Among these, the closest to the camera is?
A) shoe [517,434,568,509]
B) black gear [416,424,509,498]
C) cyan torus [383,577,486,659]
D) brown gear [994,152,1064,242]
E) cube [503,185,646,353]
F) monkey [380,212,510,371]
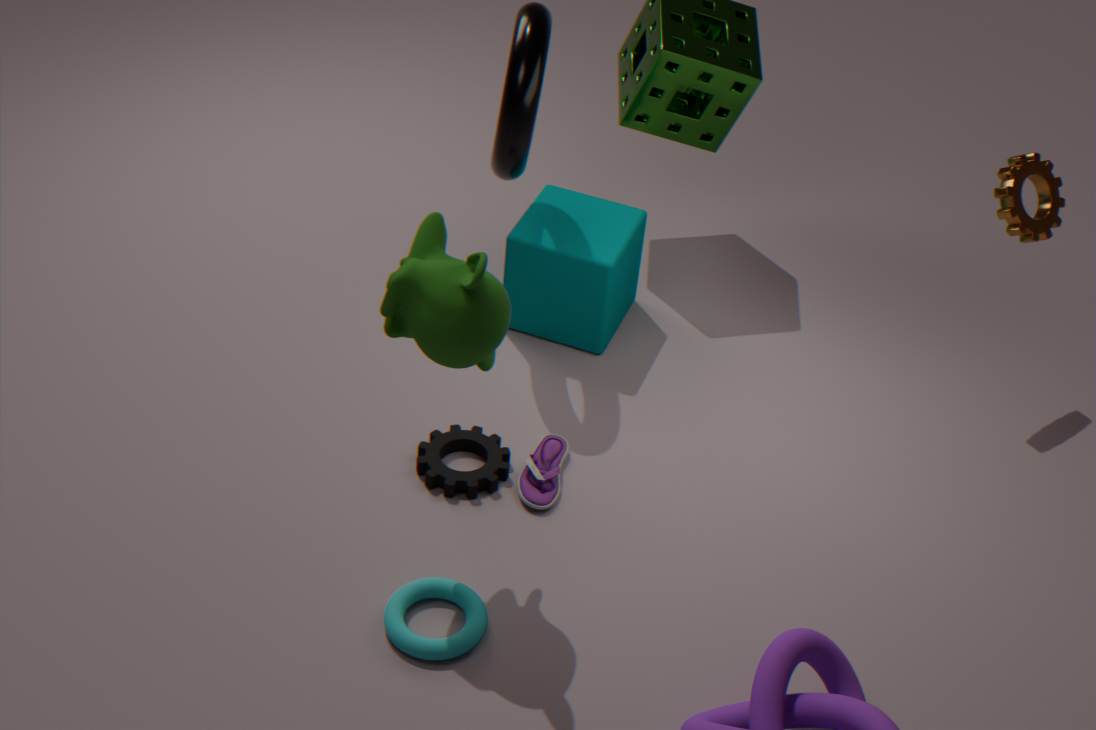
monkey [380,212,510,371]
